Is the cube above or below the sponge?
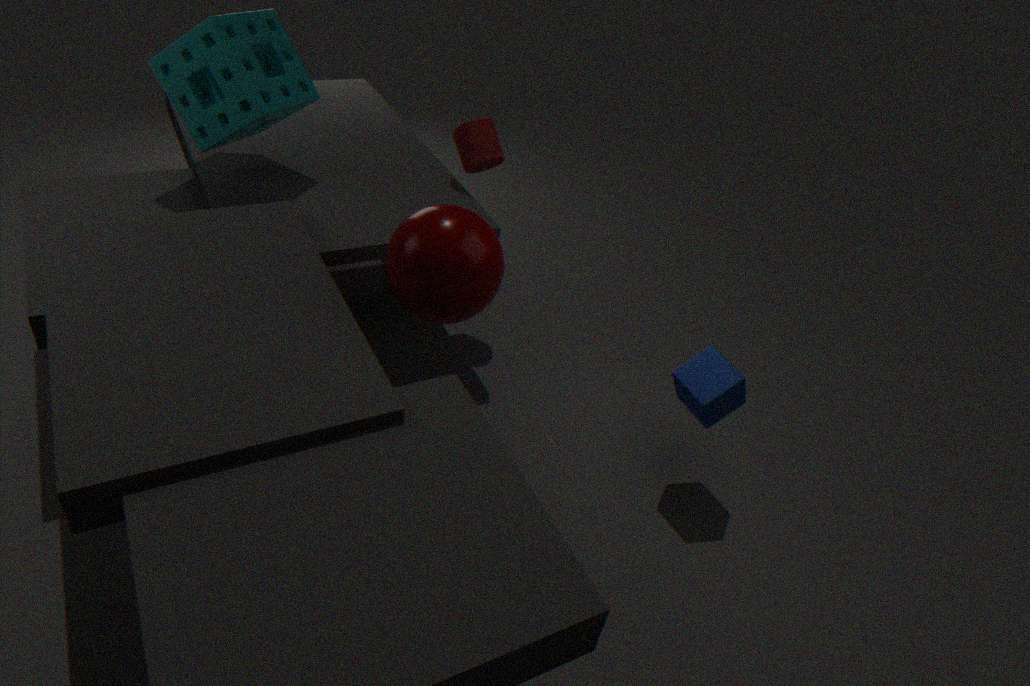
below
